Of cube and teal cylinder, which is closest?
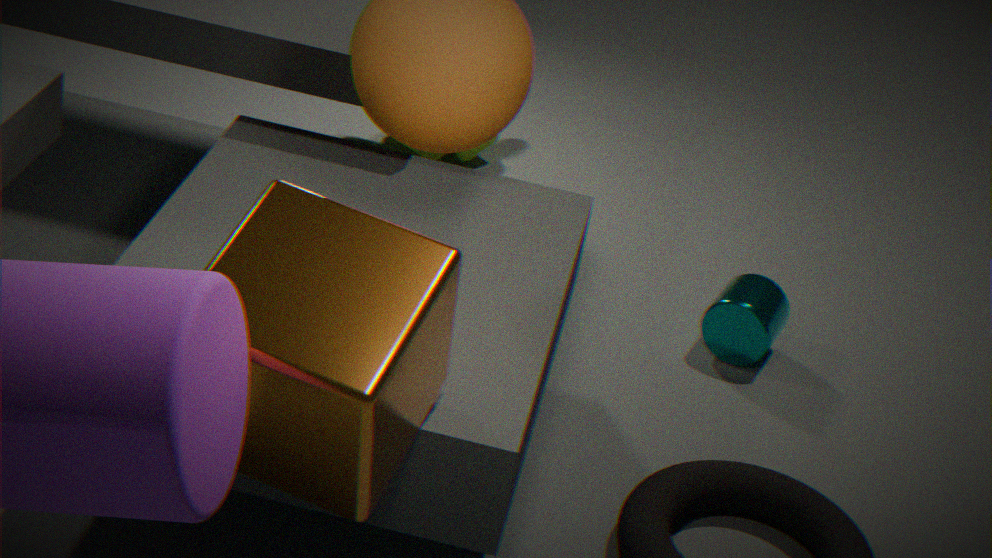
cube
